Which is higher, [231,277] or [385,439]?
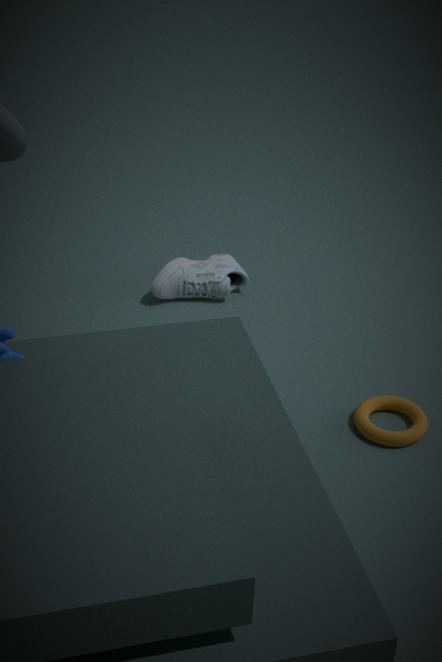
[231,277]
